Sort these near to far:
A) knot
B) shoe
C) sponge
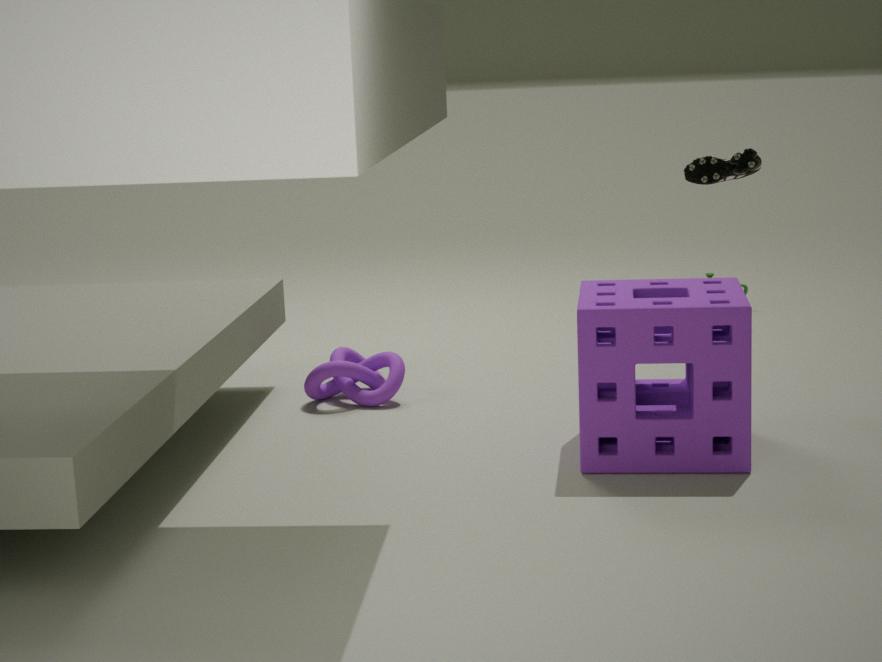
sponge → shoe → knot
